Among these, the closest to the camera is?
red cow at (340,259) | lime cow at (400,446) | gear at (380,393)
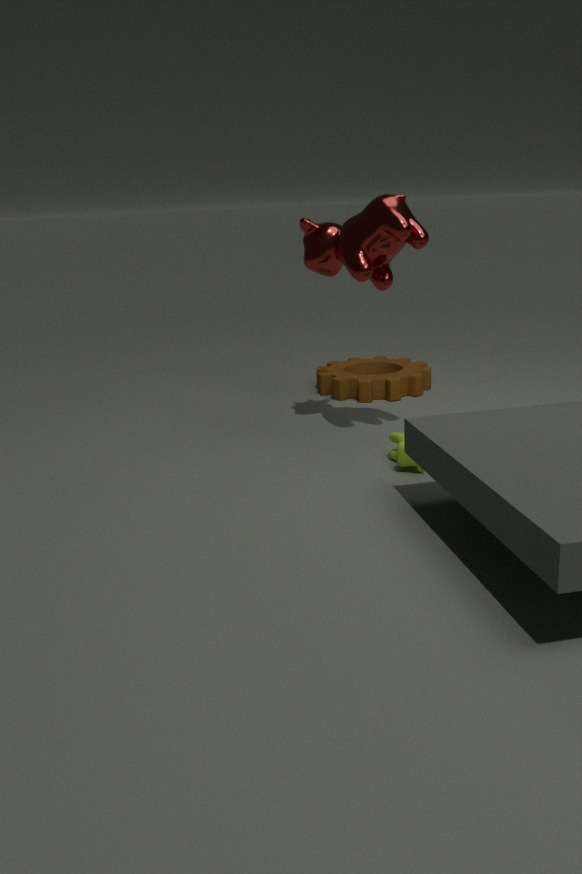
lime cow at (400,446)
